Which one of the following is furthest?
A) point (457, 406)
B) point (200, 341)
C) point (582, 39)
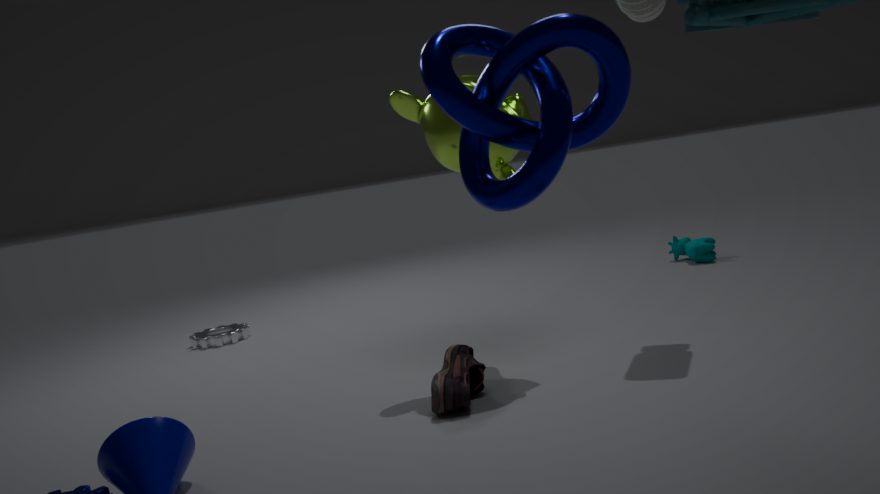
point (200, 341)
